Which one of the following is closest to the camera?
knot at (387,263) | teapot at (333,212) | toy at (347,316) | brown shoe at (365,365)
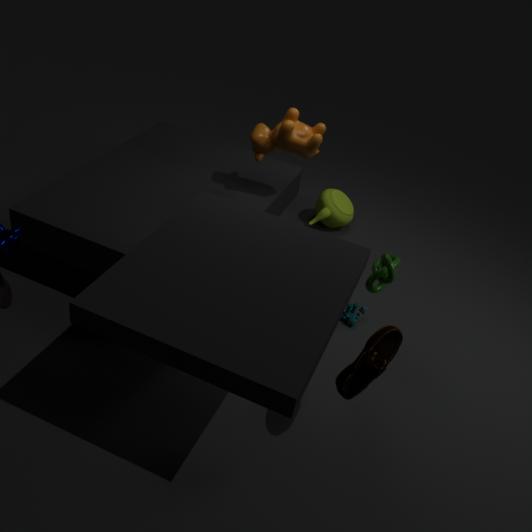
brown shoe at (365,365)
